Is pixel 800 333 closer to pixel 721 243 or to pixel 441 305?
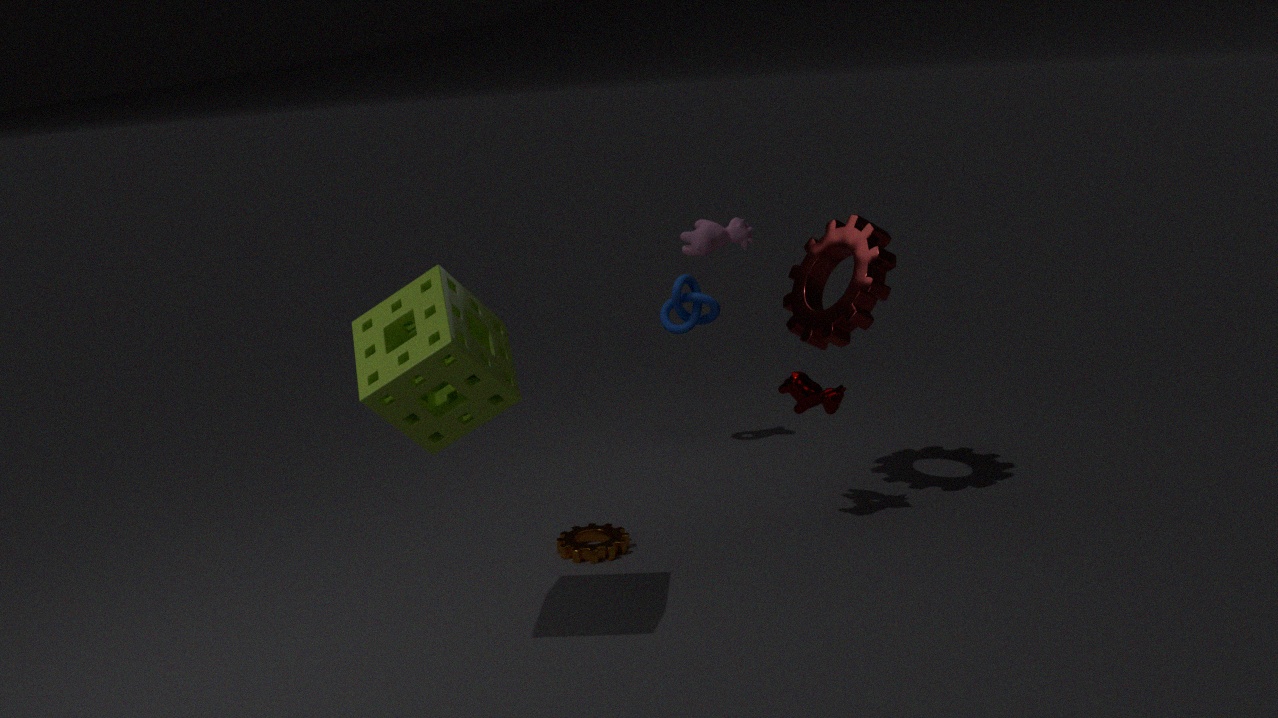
pixel 721 243
